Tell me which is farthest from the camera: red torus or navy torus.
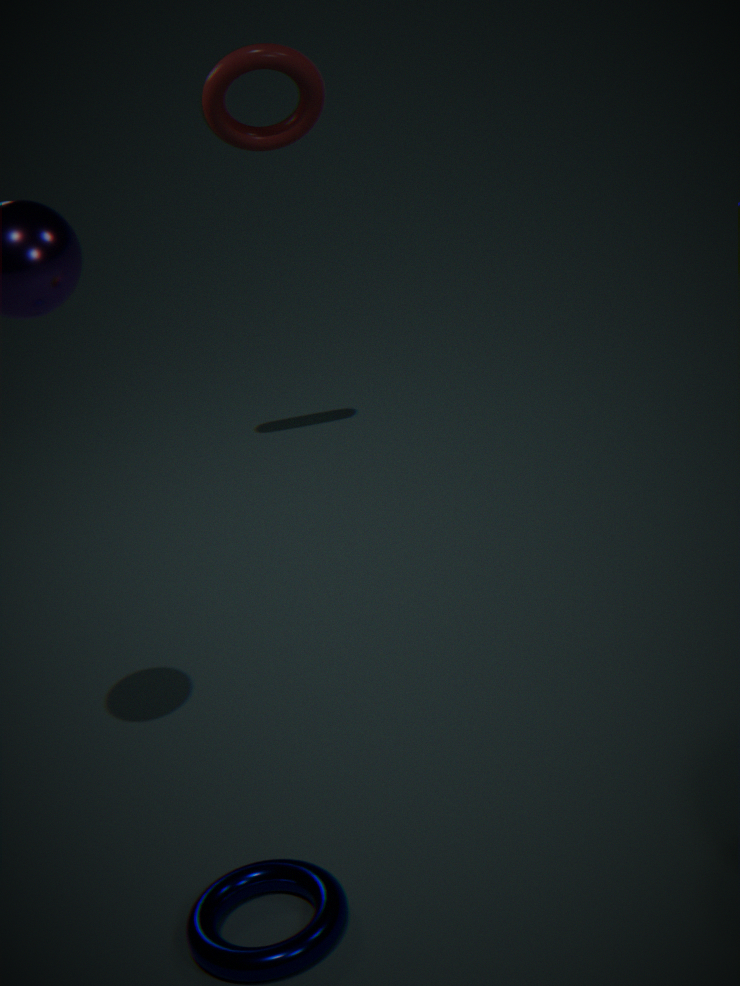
red torus
